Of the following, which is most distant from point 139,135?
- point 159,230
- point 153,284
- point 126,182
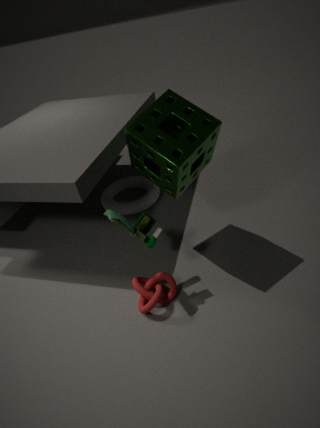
point 126,182
